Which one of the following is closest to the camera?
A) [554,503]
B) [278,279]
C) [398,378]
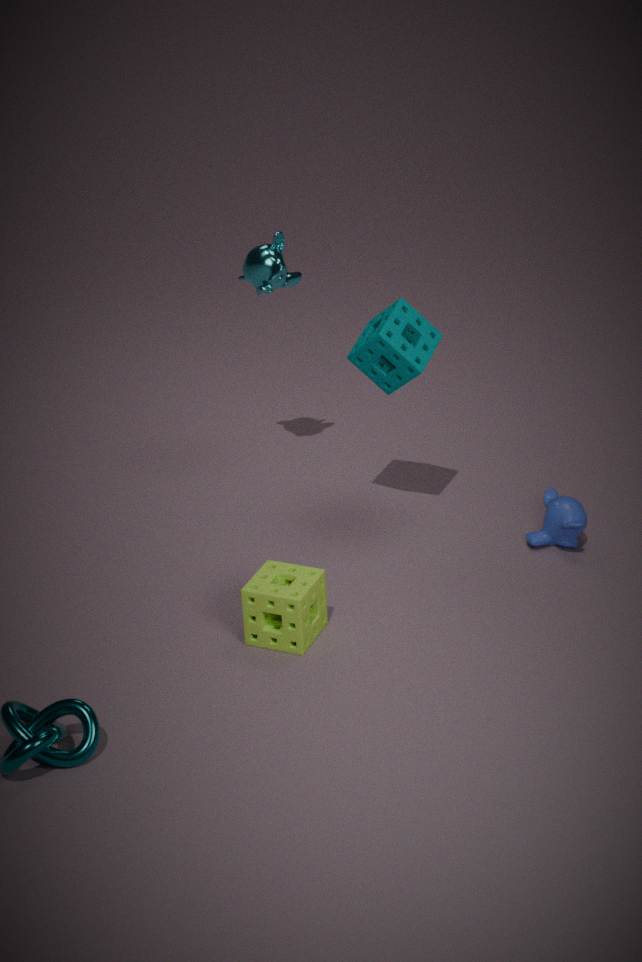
[398,378]
